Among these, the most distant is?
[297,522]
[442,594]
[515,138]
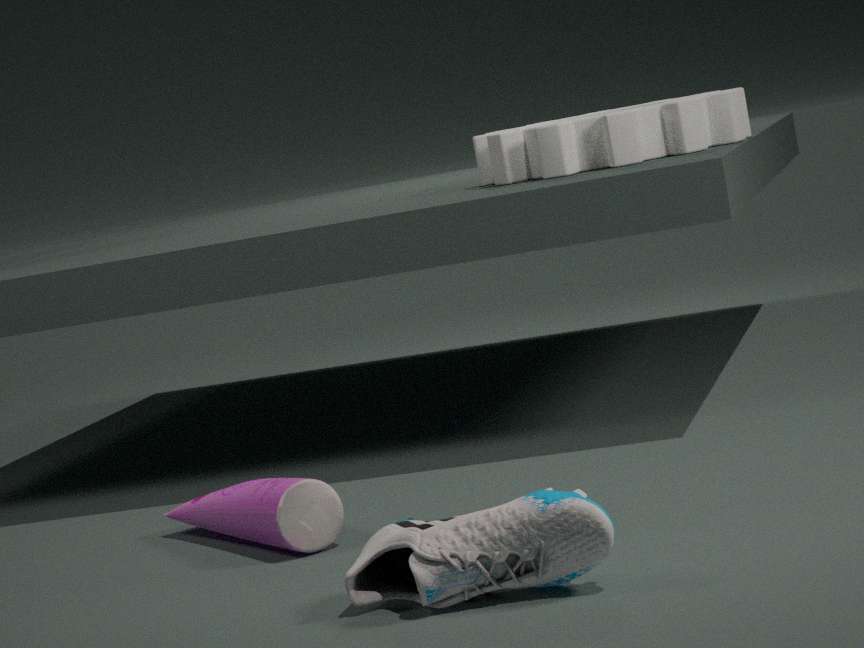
[515,138]
